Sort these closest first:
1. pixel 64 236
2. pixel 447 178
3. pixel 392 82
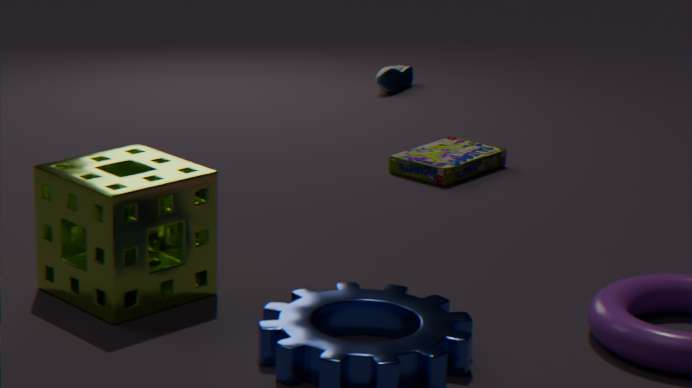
1. pixel 64 236
2. pixel 447 178
3. pixel 392 82
